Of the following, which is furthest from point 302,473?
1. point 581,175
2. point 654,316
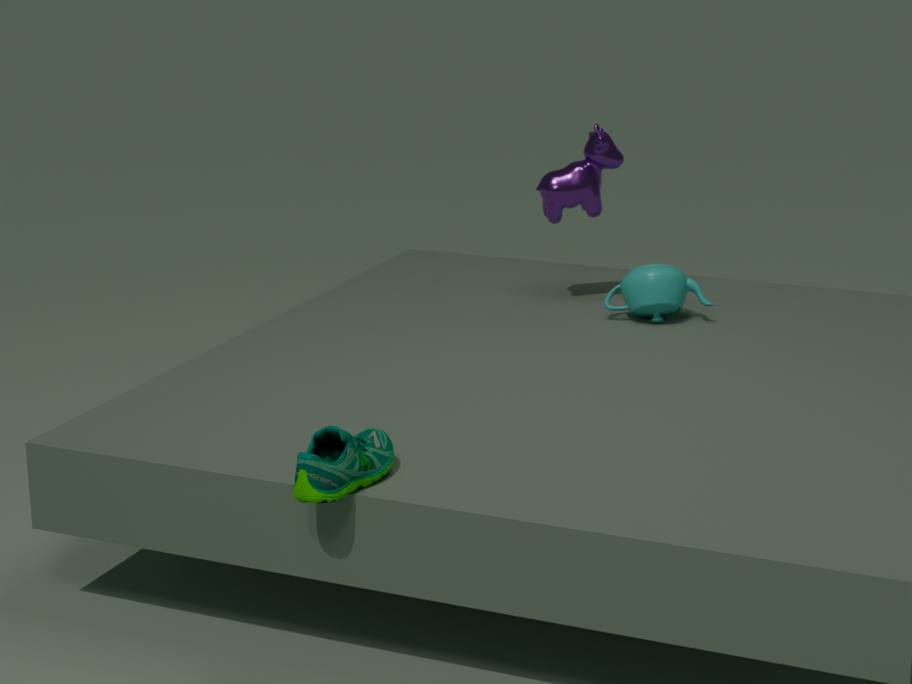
point 581,175
